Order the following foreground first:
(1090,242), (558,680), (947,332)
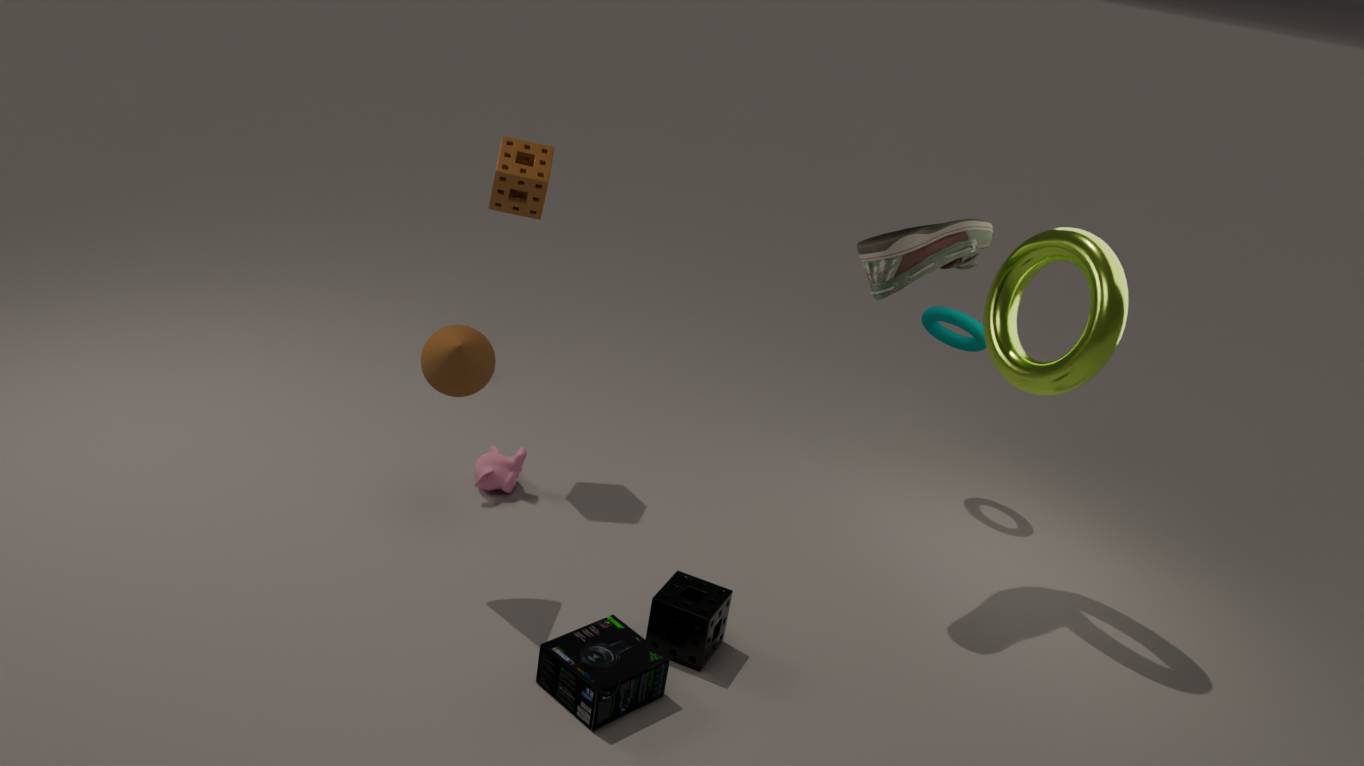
(558,680) < (1090,242) < (947,332)
